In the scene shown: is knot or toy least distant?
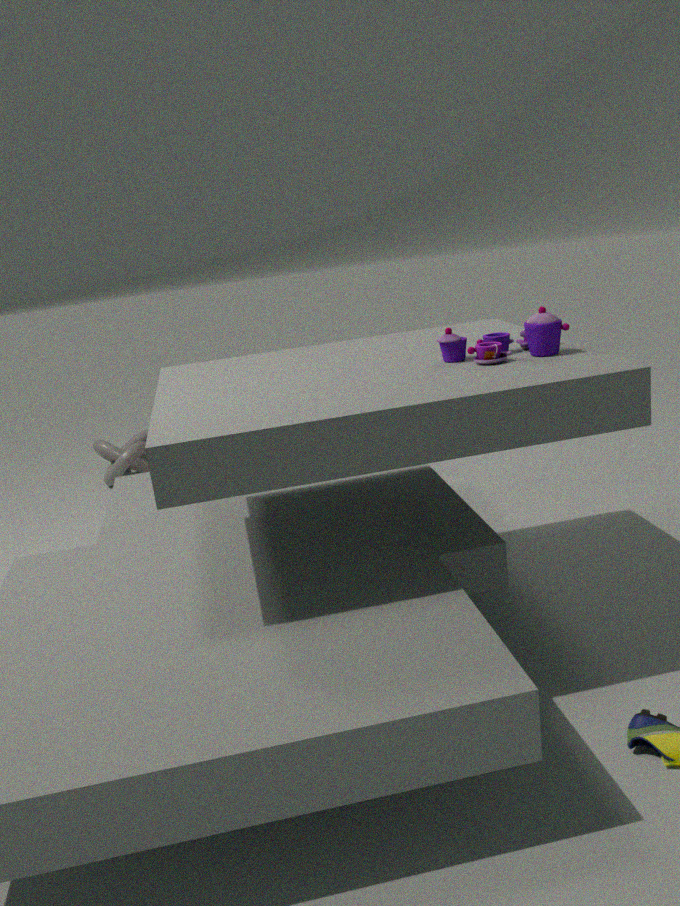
toy
